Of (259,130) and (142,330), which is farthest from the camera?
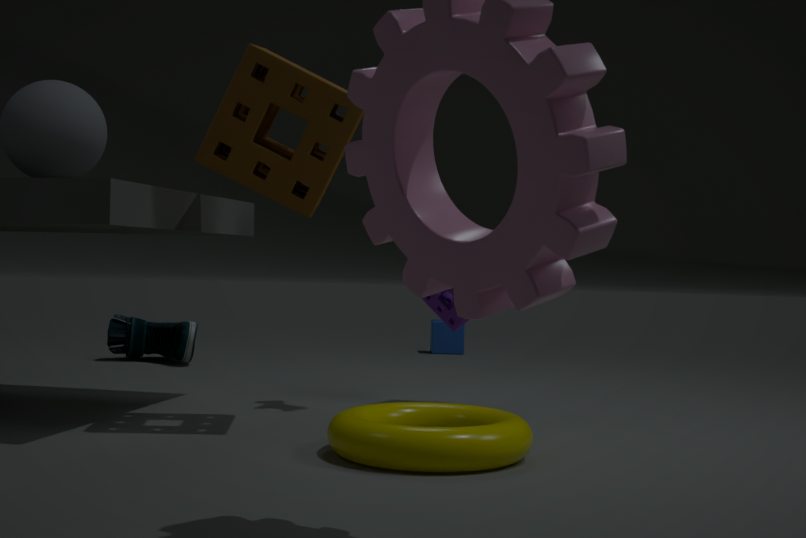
(142,330)
